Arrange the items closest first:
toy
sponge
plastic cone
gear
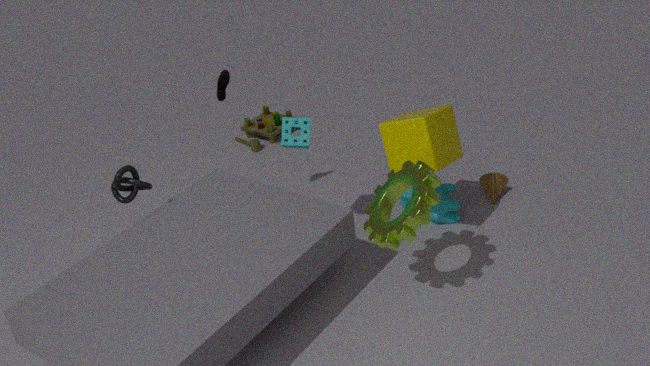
gear
sponge
plastic cone
toy
